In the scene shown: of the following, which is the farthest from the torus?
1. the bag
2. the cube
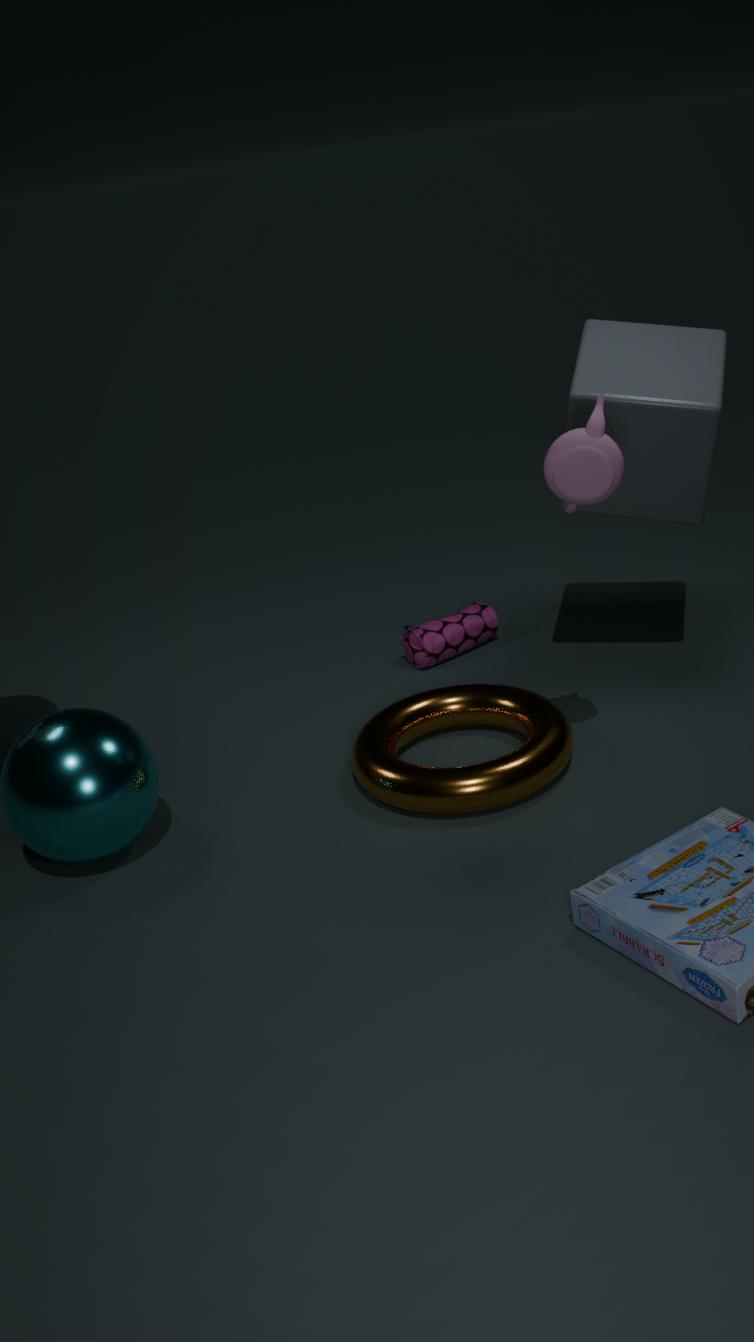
the cube
